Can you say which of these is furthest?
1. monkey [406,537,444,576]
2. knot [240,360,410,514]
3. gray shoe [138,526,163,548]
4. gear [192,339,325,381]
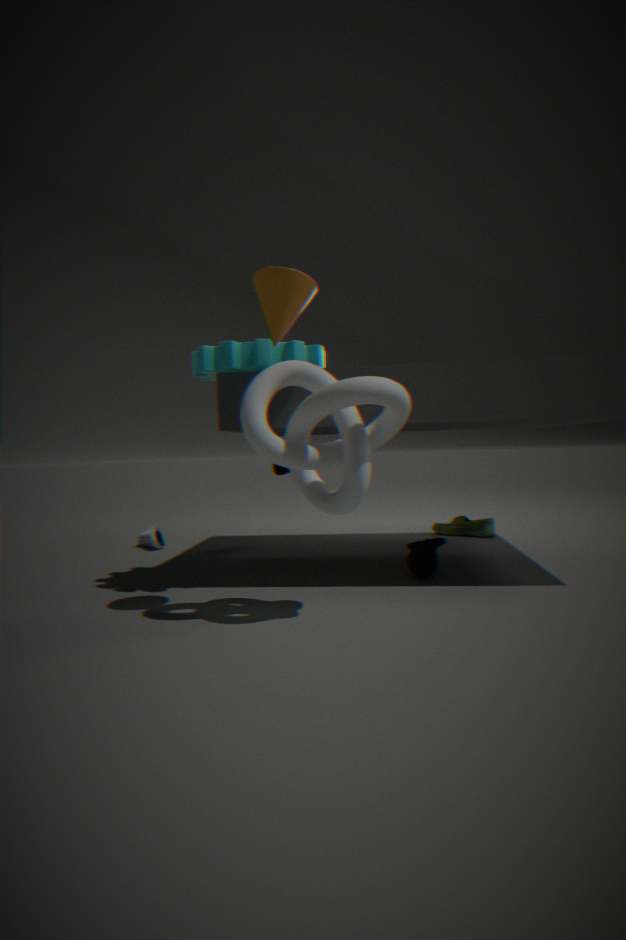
gray shoe [138,526,163,548]
